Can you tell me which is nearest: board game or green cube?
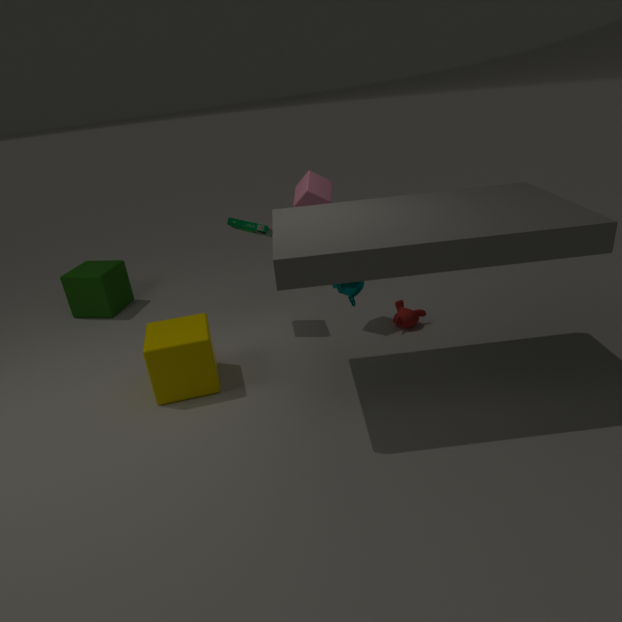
board game
